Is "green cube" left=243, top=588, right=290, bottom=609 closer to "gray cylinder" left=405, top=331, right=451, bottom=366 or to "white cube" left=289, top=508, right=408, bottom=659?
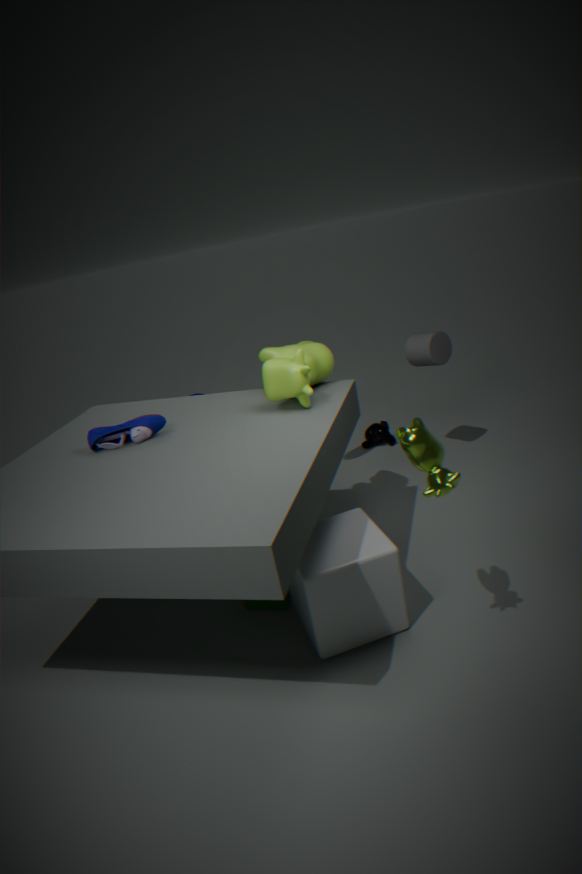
"white cube" left=289, top=508, right=408, bottom=659
